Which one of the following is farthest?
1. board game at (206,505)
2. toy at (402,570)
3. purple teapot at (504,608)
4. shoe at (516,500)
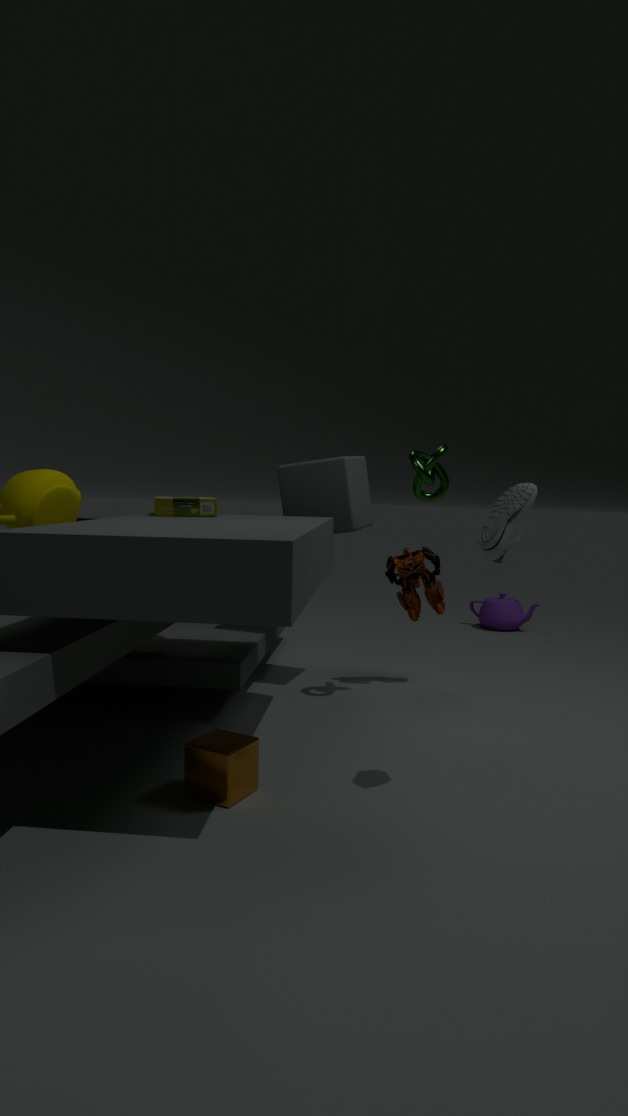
purple teapot at (504,608)
